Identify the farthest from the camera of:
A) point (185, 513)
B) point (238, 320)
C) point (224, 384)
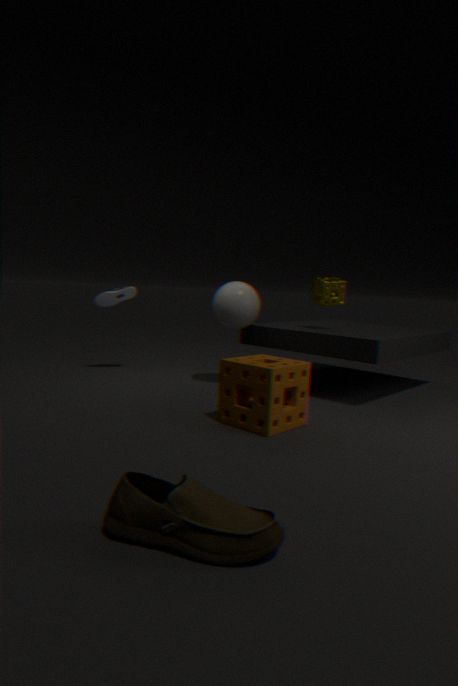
point (238, 320)
